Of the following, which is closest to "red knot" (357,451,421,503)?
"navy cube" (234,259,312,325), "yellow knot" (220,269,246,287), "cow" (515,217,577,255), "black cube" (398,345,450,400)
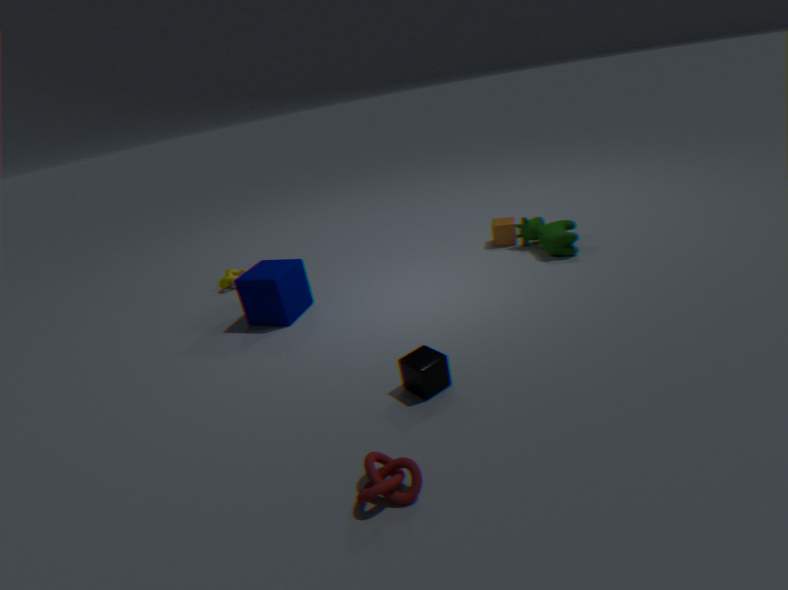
"black cube" (398,345,450,400)
